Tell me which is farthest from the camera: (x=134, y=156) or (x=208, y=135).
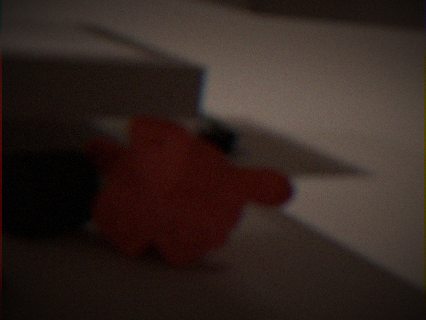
(x=208, y=135)
